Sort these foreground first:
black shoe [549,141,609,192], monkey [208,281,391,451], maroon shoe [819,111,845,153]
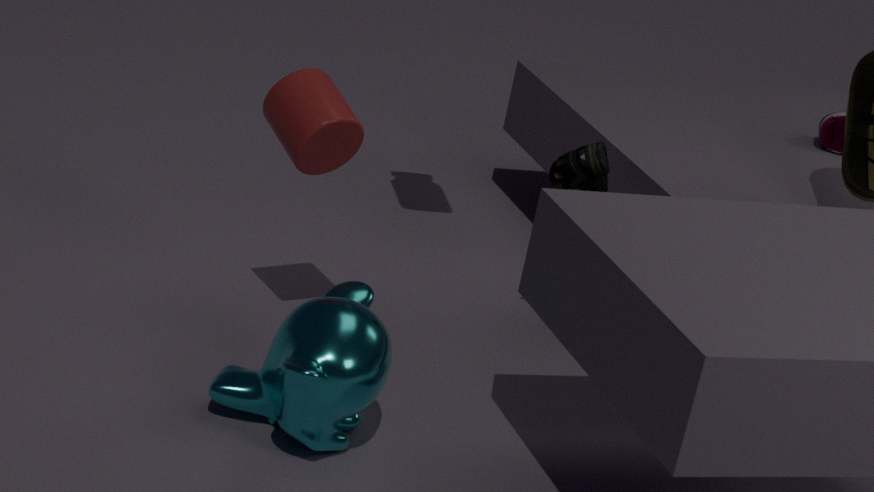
1. monkey [208,281,391,451]
2. black shoe [549,141,609,192]
3. maroon shoe [819,111,845,153]
